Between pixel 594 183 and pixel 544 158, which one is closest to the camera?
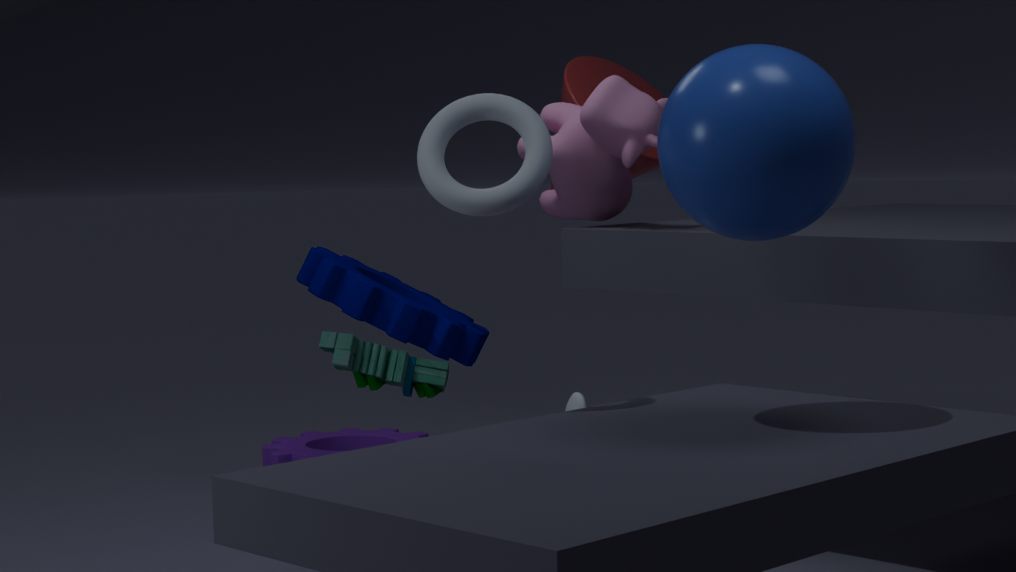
pixel 544 158
